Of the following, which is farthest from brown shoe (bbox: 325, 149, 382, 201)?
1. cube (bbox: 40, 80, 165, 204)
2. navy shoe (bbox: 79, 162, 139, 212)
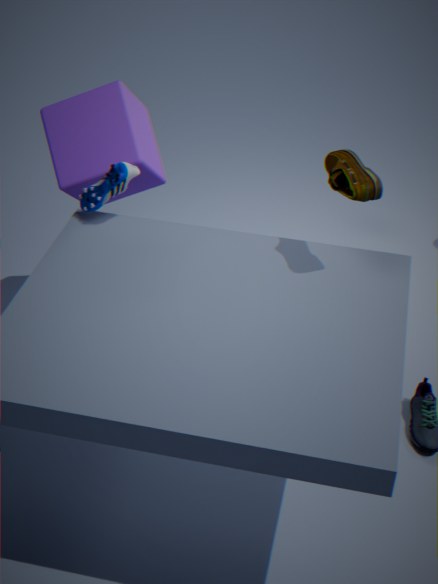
cube (bbox: 40, 80, 165, 204)
